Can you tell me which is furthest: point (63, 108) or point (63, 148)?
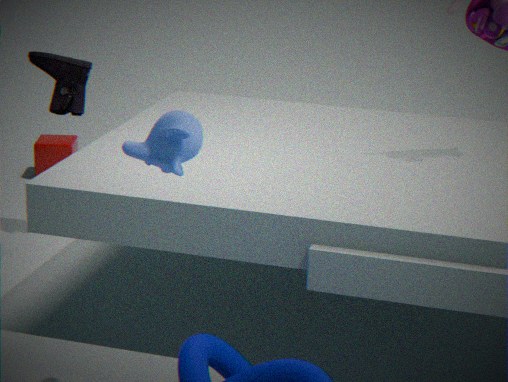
point (63, 148)
